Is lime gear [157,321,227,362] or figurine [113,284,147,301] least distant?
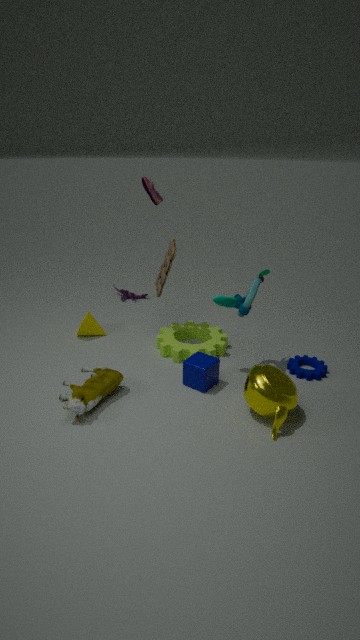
lime gear [157,321,227,362]
